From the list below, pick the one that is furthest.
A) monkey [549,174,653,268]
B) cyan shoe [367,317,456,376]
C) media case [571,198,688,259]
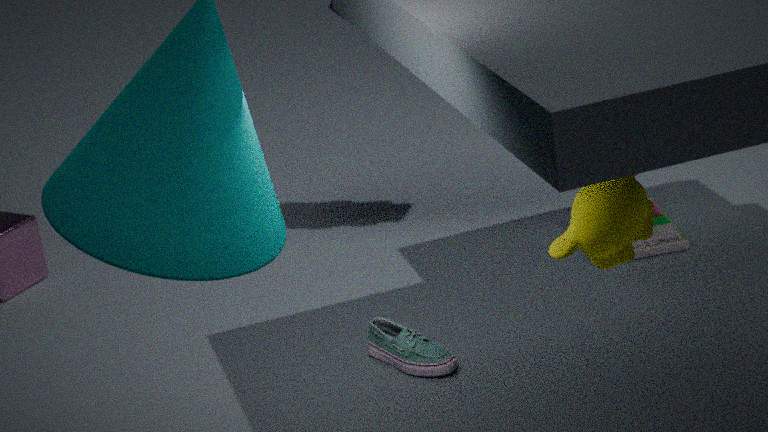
media case [571,198,688,259]
